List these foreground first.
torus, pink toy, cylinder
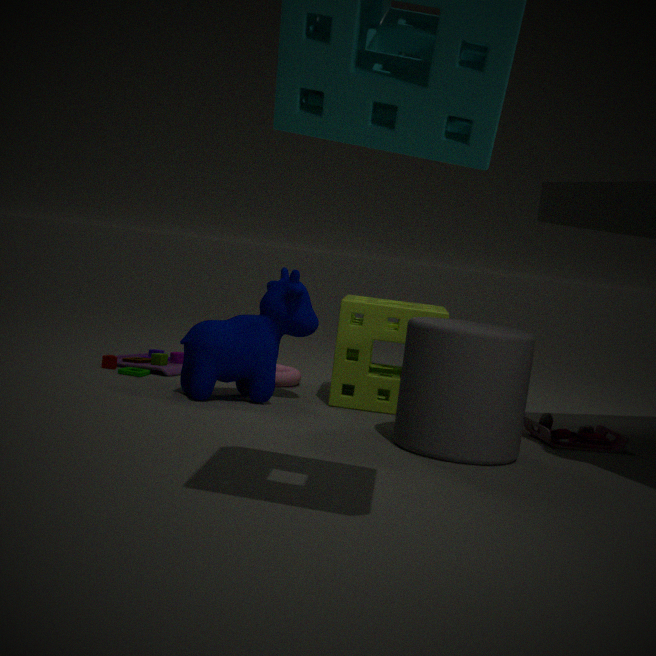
cylinder → pink toy → torus
